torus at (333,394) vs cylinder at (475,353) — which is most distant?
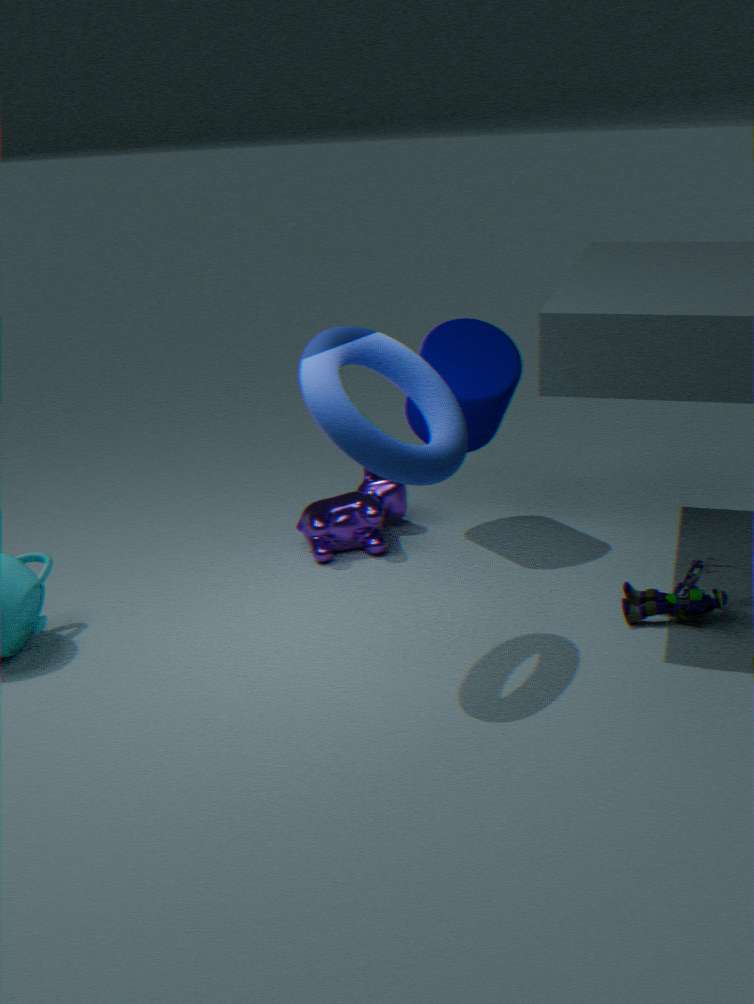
cylinder at (475,353)
